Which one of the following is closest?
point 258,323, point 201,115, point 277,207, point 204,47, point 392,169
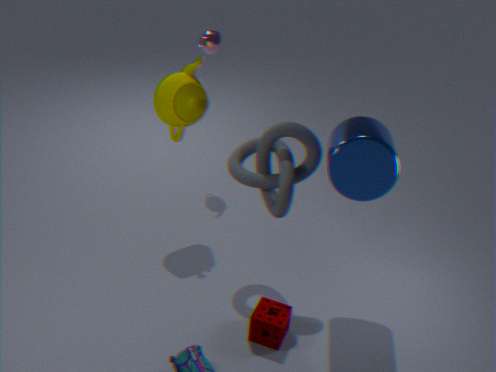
point 392,169
